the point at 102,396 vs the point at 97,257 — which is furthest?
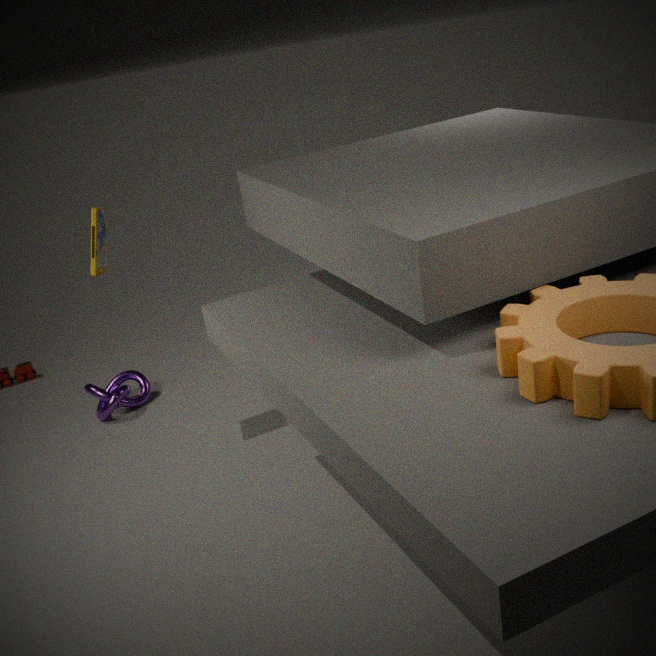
the point at 102,396
